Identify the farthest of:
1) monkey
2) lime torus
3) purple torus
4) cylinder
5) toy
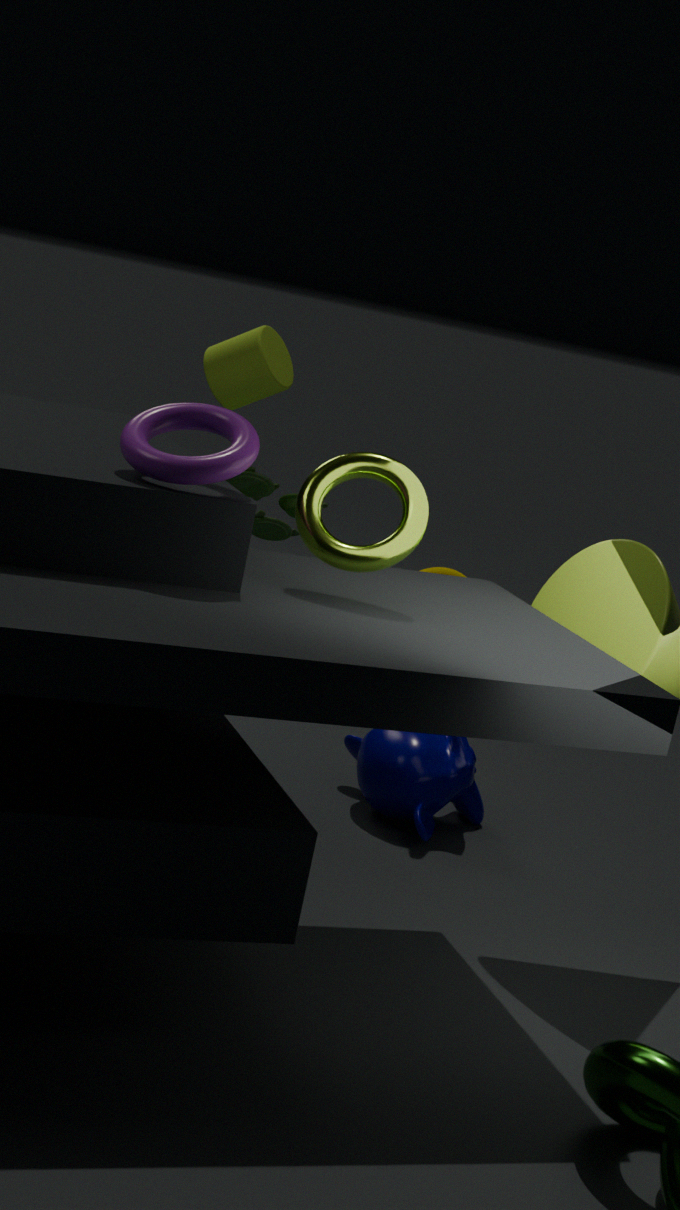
5. toy
